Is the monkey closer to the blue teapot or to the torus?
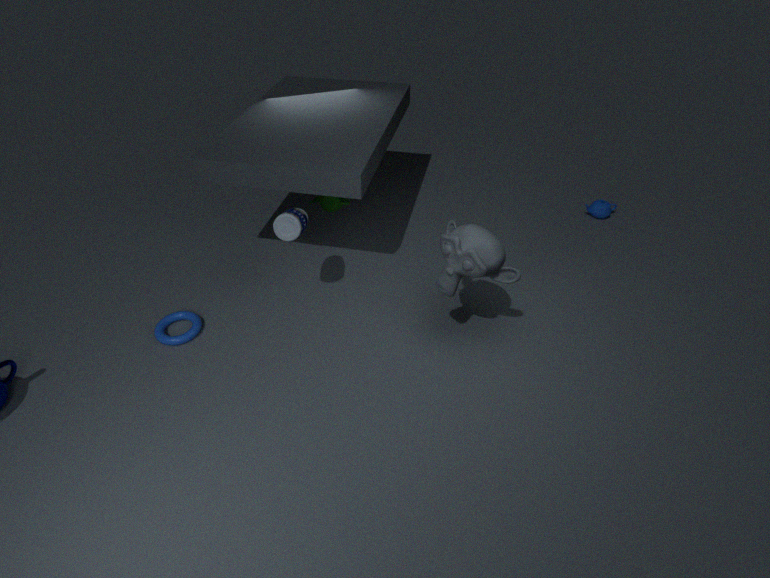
the torus
